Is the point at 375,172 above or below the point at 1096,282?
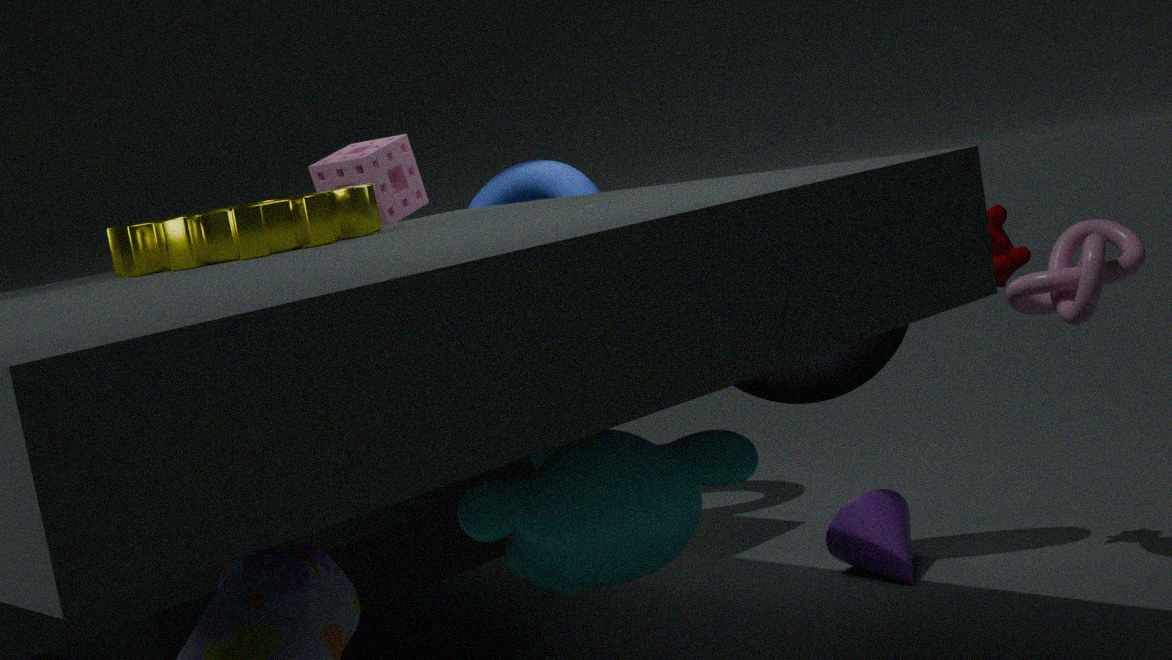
above
